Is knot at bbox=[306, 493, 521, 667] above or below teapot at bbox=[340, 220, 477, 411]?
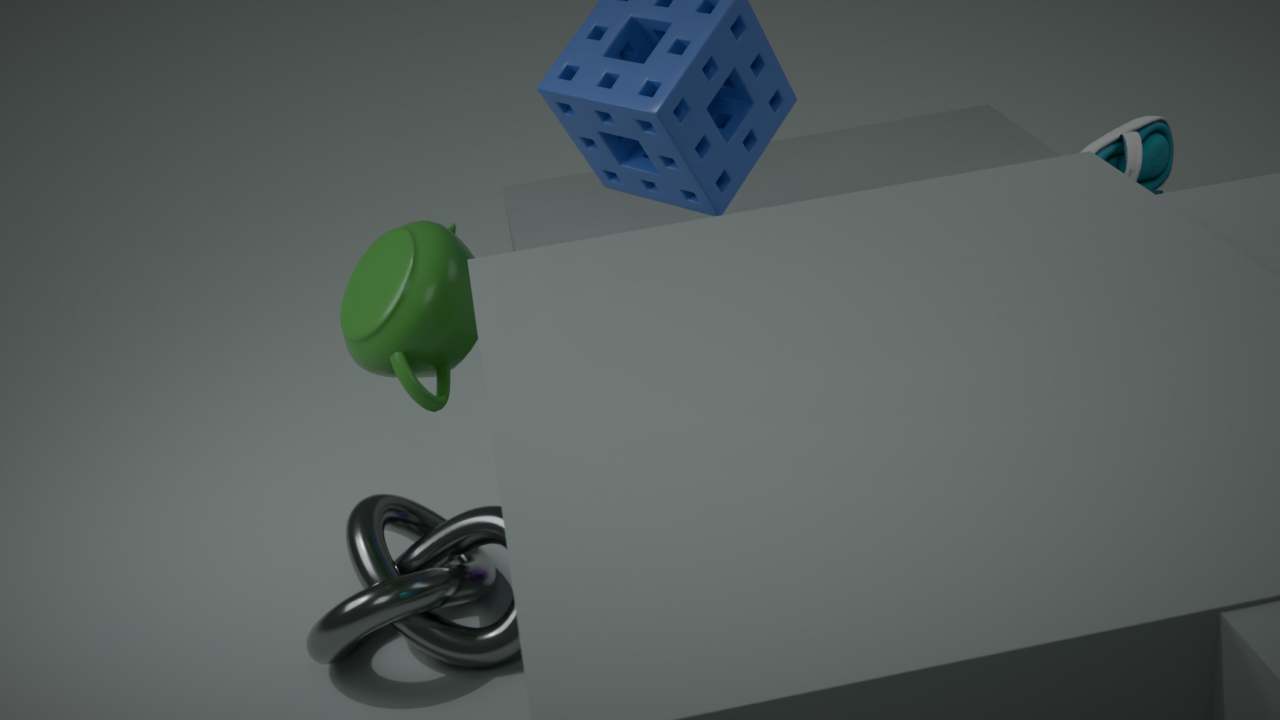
below
